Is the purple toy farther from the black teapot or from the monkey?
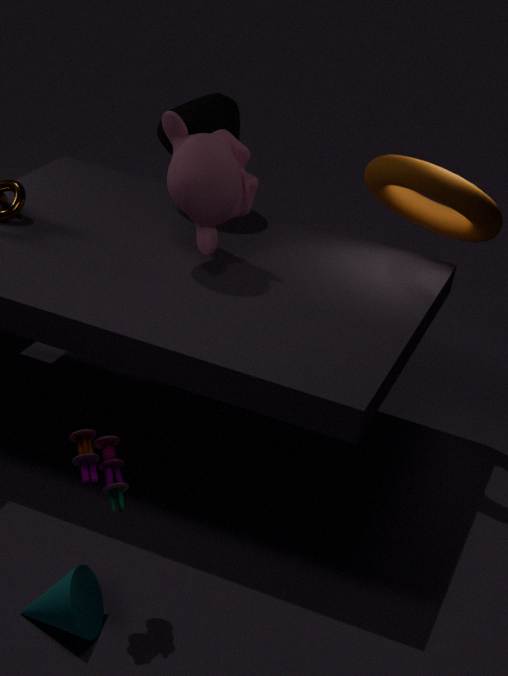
the black teapot
